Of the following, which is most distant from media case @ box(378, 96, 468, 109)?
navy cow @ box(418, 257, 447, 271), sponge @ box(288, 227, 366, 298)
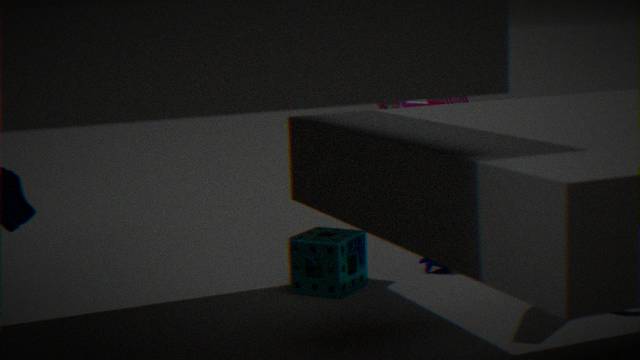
navy cow @ box(418, 257, 447, 271)
